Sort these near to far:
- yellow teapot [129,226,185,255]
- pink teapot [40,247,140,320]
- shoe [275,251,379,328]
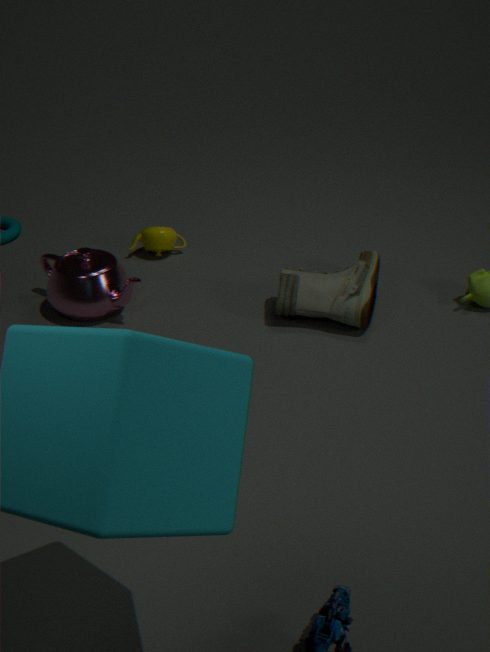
shoe [275,251,379,328], pink teapot [40,247,140,320], yellow teapot [129,226,185,255]
